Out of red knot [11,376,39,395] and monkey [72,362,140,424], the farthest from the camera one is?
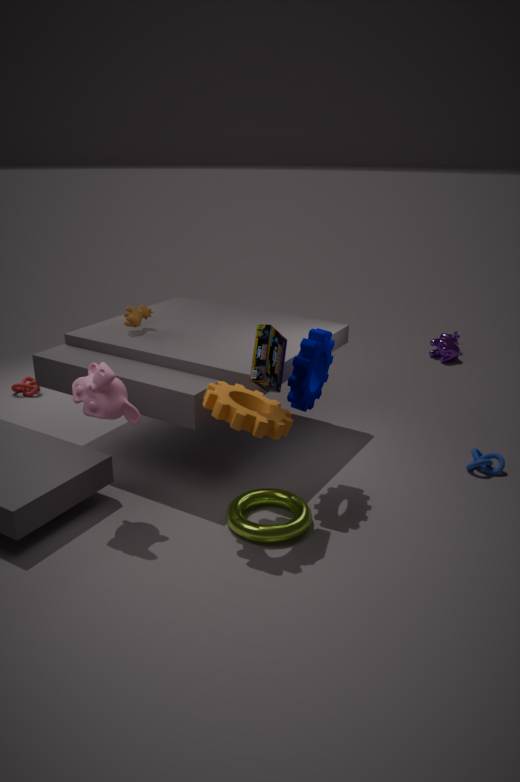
red knot [11,376,39,395]
